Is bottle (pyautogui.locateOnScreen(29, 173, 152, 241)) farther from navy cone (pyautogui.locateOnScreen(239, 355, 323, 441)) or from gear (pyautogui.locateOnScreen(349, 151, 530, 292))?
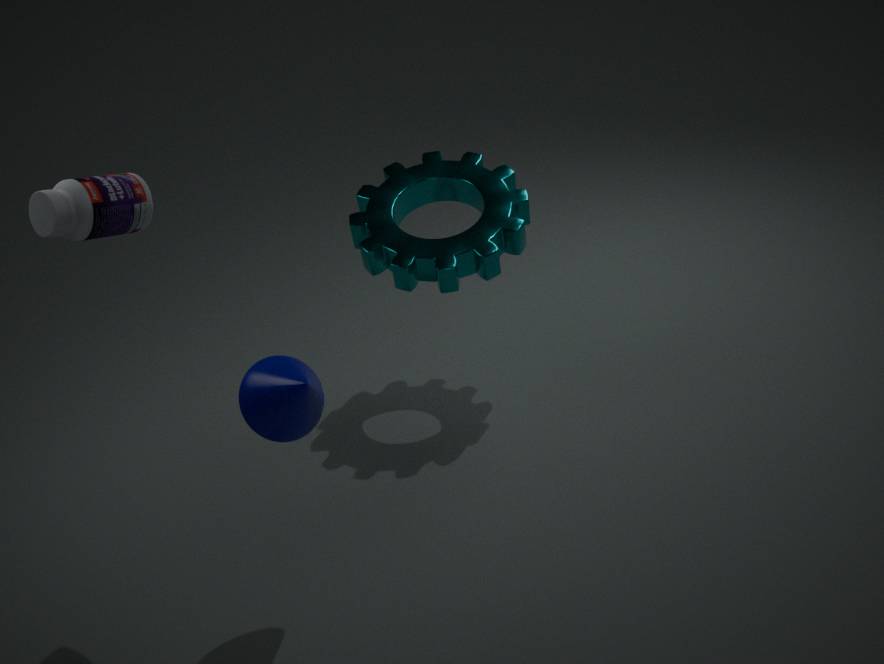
gear (pyautogui.locateOnScreen(349, 151, 530, 292))
